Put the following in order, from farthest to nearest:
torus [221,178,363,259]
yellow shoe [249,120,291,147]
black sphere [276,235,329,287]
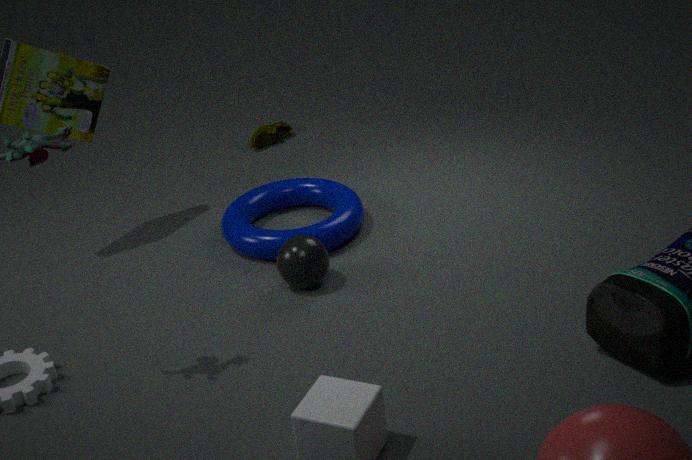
yellow shoe [249,120,291,147], torus [221,178,363,259], black sphere [276,235,329,287]
